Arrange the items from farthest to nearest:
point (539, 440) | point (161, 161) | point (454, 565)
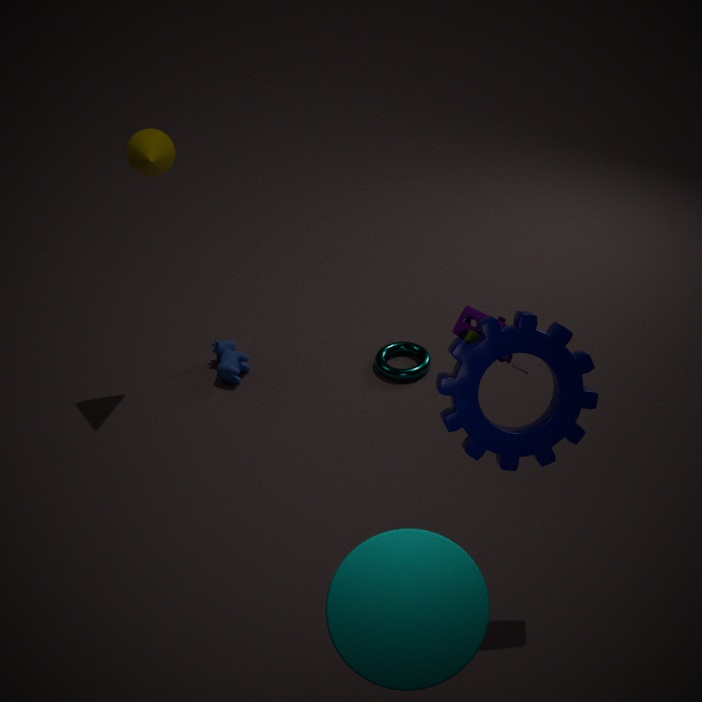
point (161, 161)
point (539, 440)
point (454, 565)
